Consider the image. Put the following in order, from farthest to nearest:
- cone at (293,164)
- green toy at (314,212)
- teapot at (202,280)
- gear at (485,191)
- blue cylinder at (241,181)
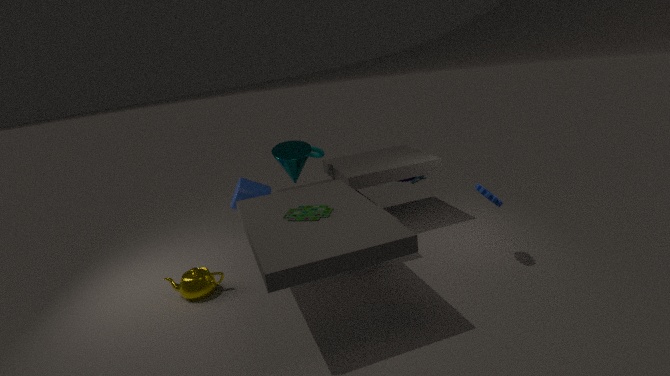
blue cylinder at (241,181) → cone at (293,164) → teapot at (202,280) → gear at (485,191) → green toy at (314,212)
